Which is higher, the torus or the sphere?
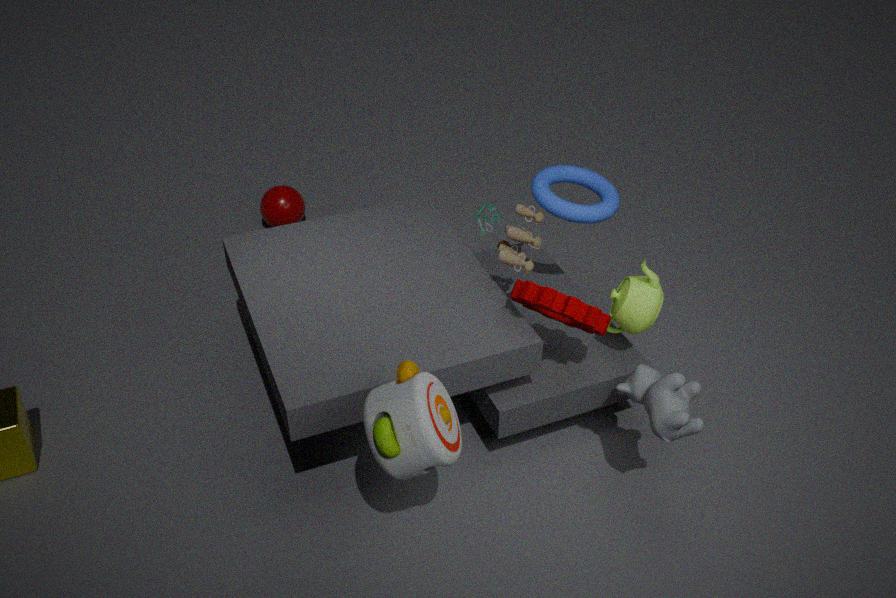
the torus
